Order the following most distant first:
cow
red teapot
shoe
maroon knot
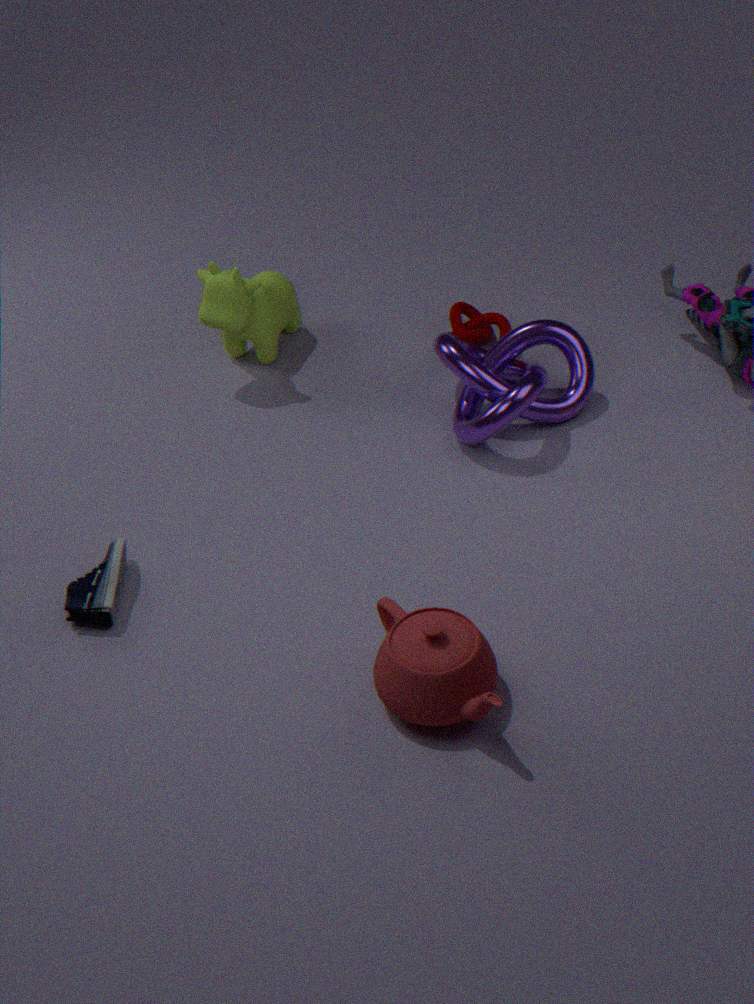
maroon knot, cow, shoe, red teapot
